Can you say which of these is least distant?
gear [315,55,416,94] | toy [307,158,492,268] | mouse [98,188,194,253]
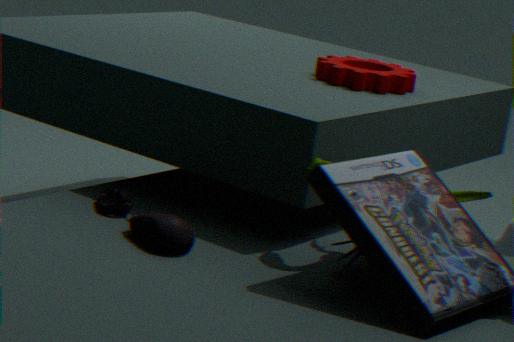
mouse [98,188,194,253]
